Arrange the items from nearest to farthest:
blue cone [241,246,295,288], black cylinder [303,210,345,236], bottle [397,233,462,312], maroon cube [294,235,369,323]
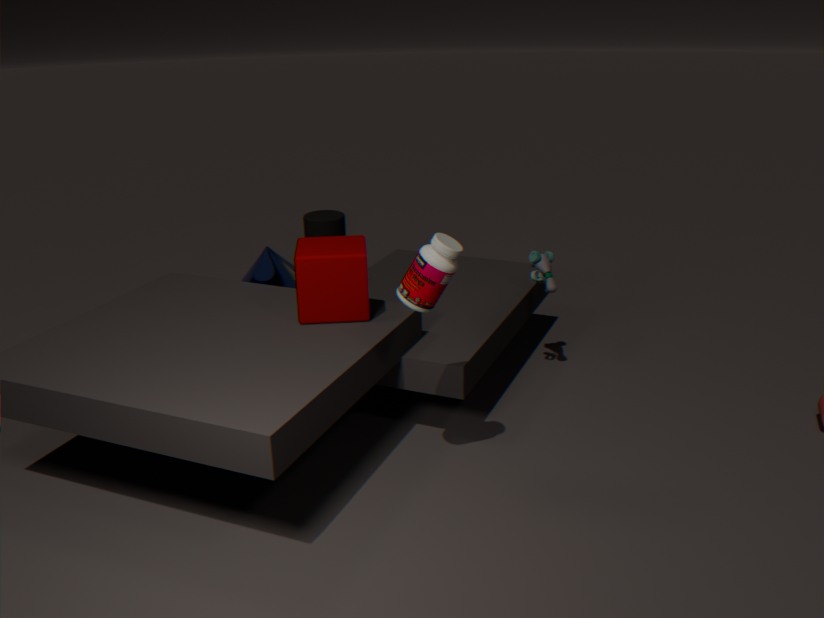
bottle [397,233,462,312]
maroon cube [294,235,369,323]
blue cone [241,246,295,288]
black cylinder [303,210,345,236]
